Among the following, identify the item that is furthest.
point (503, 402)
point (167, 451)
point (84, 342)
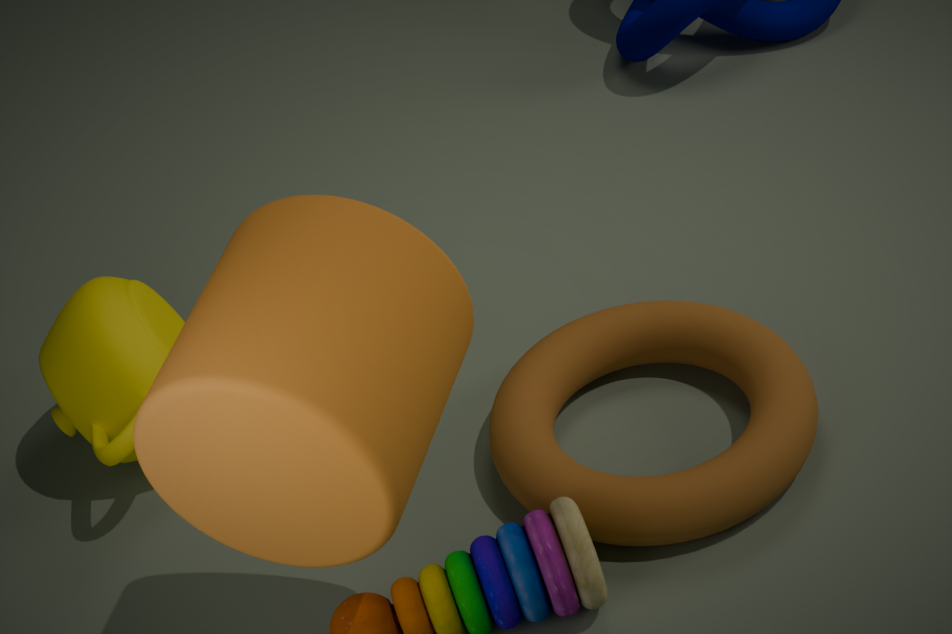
point (503, 402)
